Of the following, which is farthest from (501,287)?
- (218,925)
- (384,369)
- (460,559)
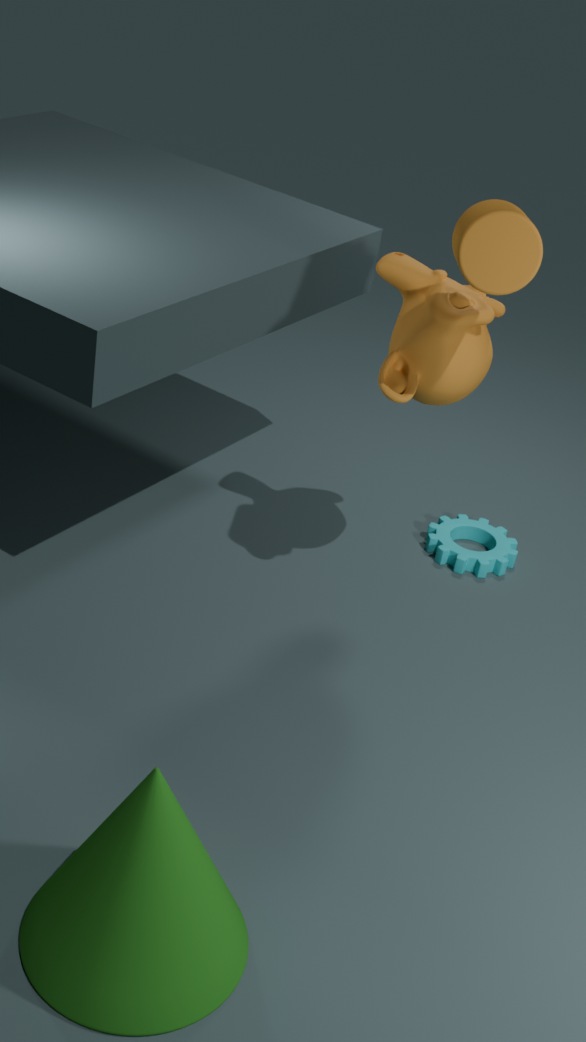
(218,925)
